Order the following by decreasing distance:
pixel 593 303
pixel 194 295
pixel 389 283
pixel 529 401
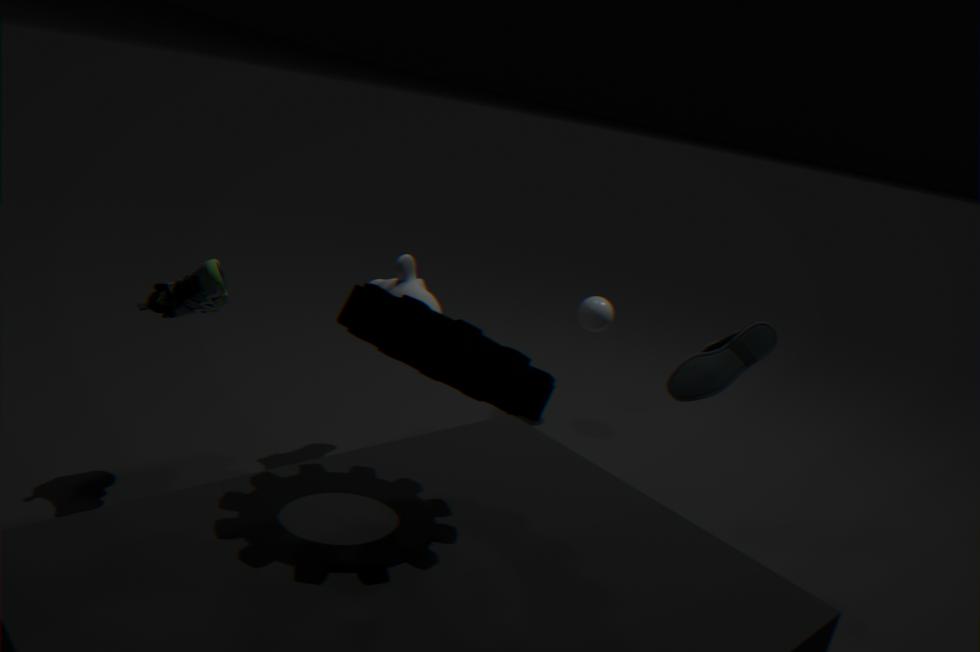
pixel 593 303 < pixel 389 283 < pixel 194 295 < pixel 529 401
